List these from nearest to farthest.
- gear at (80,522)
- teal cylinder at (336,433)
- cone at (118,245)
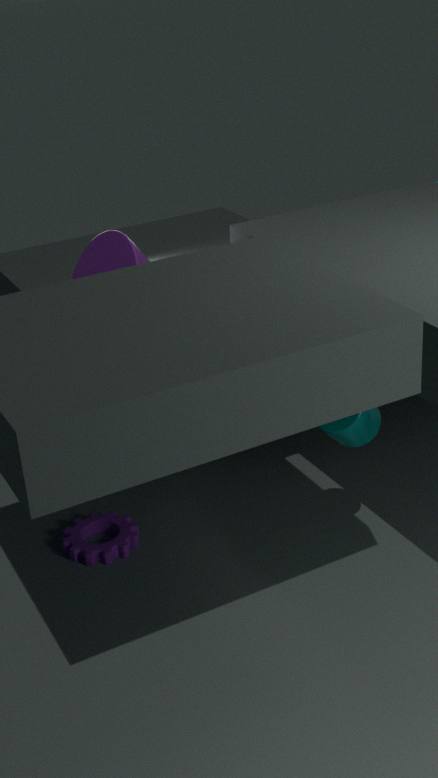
1. teal cylinder at (336,433)
2. cone at (118,245)
3. gear at (80,522)
